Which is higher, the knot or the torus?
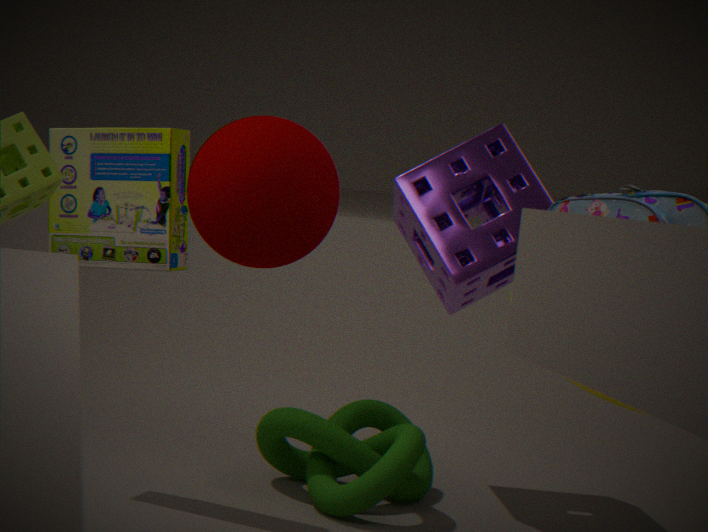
the torus
